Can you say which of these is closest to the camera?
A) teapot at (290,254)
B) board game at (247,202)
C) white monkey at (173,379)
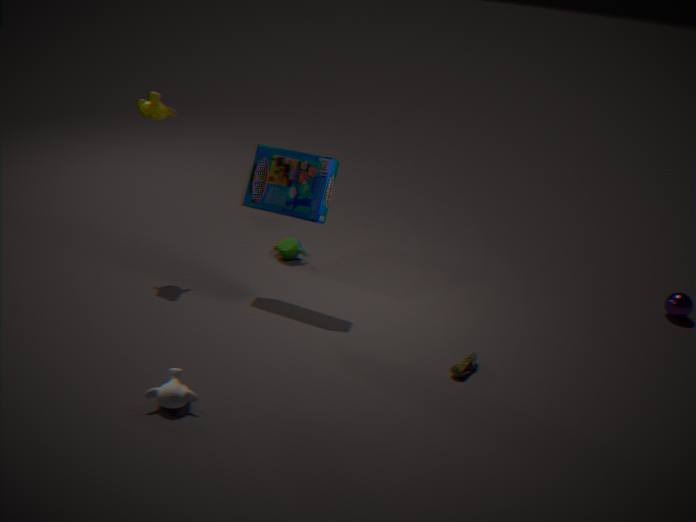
white monkey at (173,379)
